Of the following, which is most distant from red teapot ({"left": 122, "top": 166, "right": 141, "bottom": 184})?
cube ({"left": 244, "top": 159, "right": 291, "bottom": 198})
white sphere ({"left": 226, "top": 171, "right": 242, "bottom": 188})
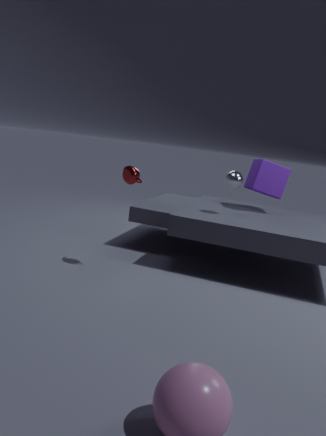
cube ({"left": 244, "top": 159, "right": 291, "bottom": 198})
